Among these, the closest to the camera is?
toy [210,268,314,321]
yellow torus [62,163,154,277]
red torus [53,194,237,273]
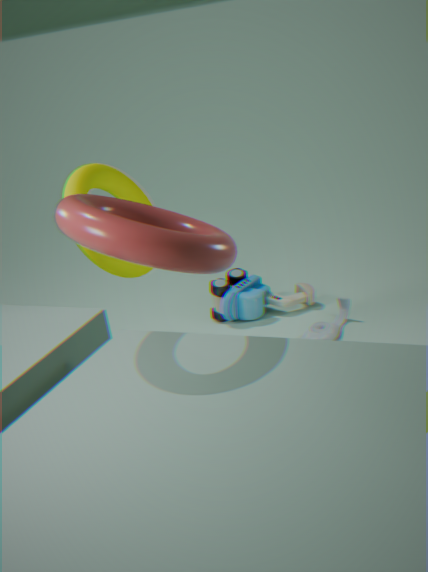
red torus [53,194,237,273]
